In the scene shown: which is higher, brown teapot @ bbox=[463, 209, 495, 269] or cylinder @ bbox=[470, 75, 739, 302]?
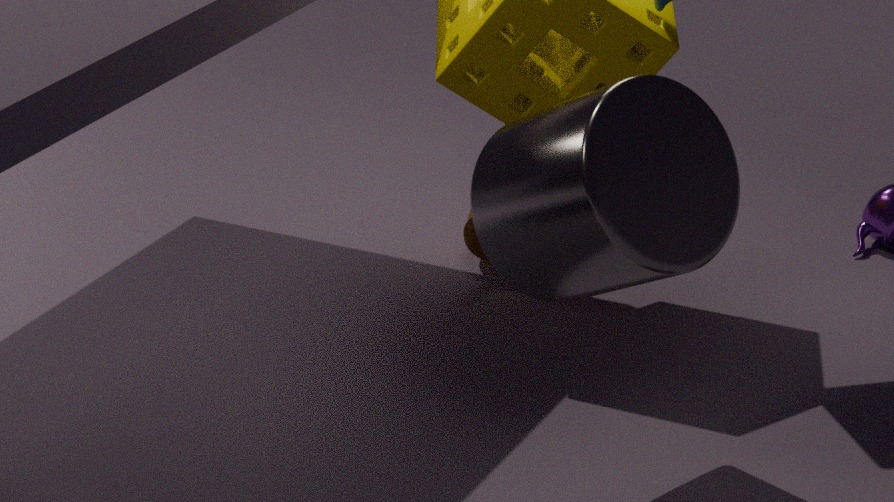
cylinder @ bbox=[470, 75, 739, 302]
